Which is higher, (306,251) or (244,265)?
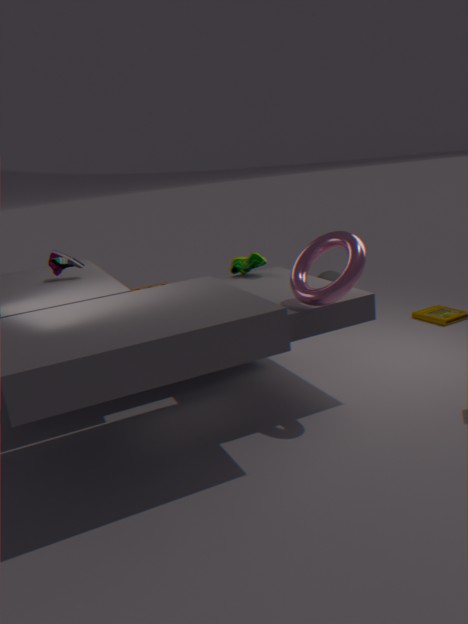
(306,251)
